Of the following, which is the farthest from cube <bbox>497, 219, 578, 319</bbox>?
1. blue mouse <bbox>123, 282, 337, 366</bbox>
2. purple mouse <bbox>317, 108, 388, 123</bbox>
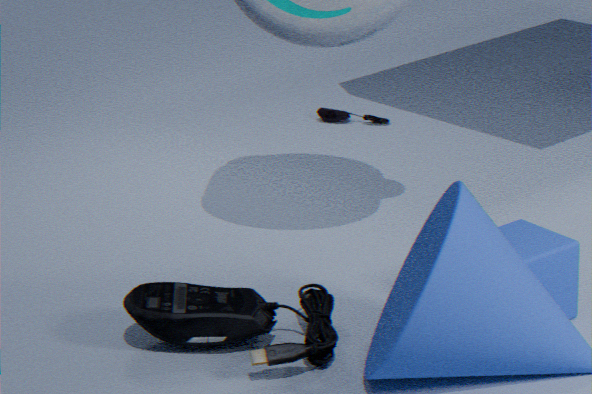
purple mouse <bbox>317, 108, 388, 123</bbox>
